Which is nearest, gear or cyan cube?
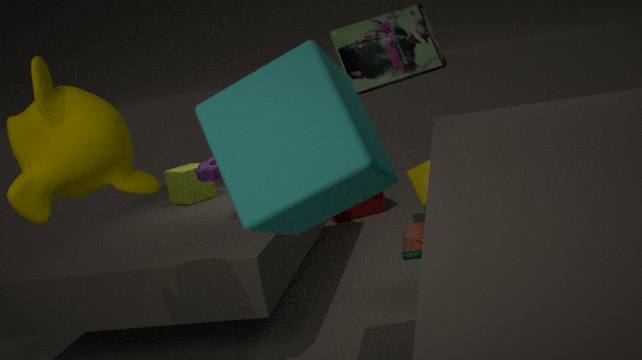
cyan cube
